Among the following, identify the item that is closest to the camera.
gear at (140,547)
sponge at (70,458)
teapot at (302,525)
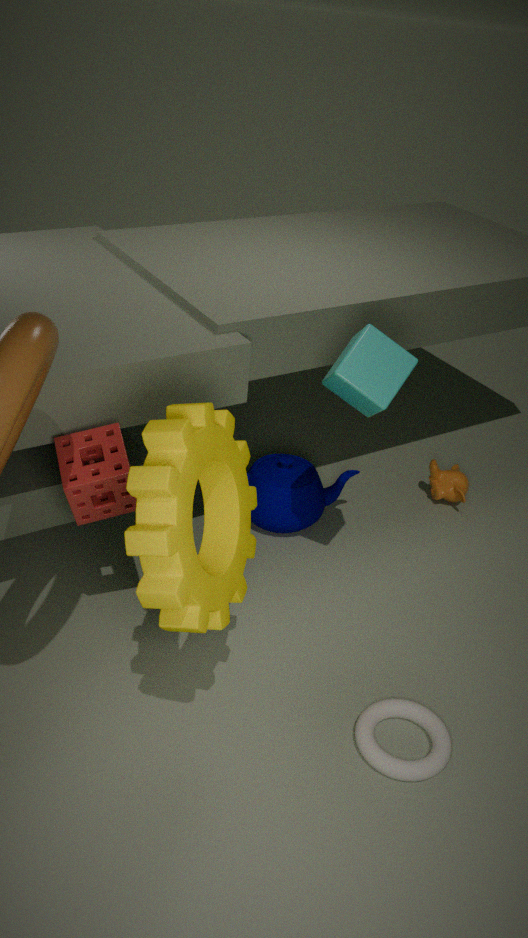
gear at (140,547)
